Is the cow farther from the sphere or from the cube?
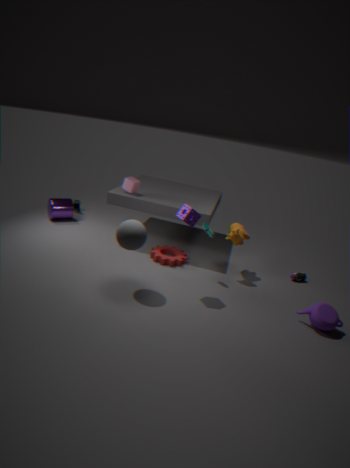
the cube
